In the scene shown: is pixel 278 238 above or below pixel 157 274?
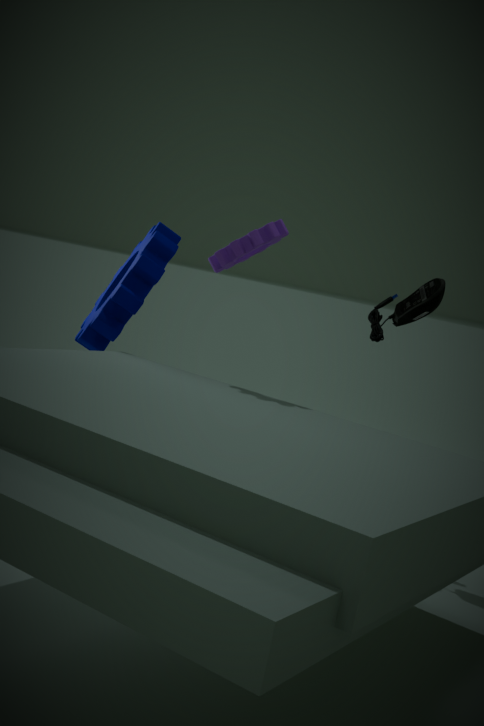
above
